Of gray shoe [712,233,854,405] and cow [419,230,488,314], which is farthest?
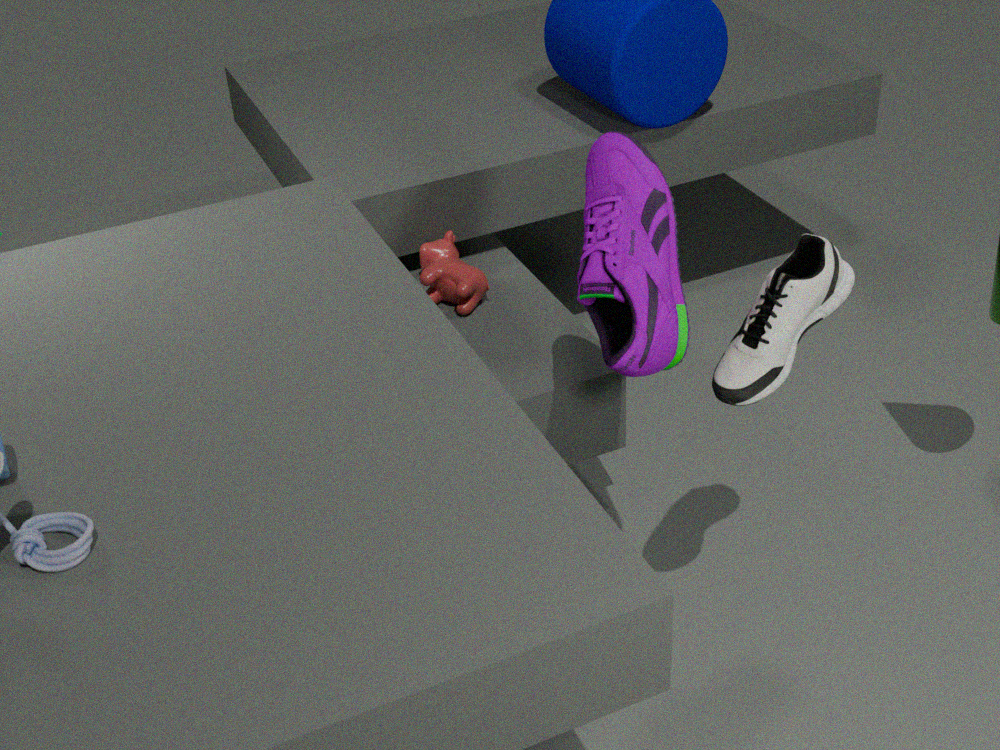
cow [419,230,488,314]
